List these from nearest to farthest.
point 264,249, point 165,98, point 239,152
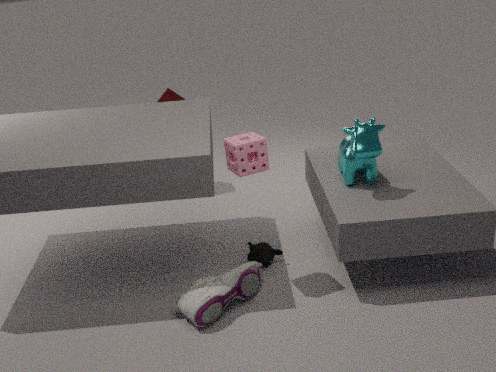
point 239,152 → point 264,249 → point 165,98
